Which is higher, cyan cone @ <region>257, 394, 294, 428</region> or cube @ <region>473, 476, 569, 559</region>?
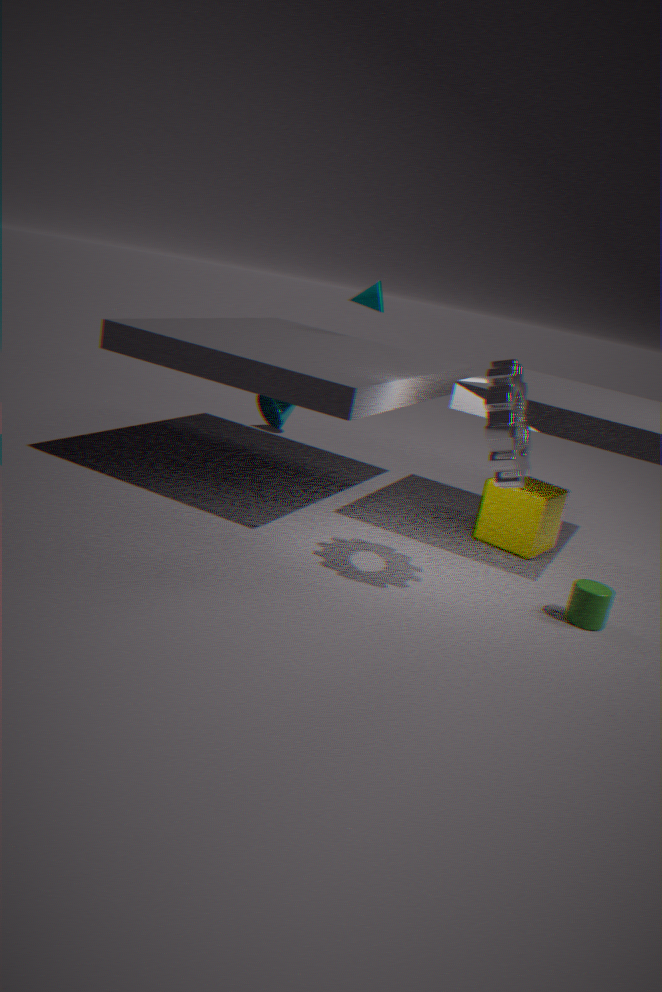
cyan cone @ <region>257, 394, 294, 428</region>
